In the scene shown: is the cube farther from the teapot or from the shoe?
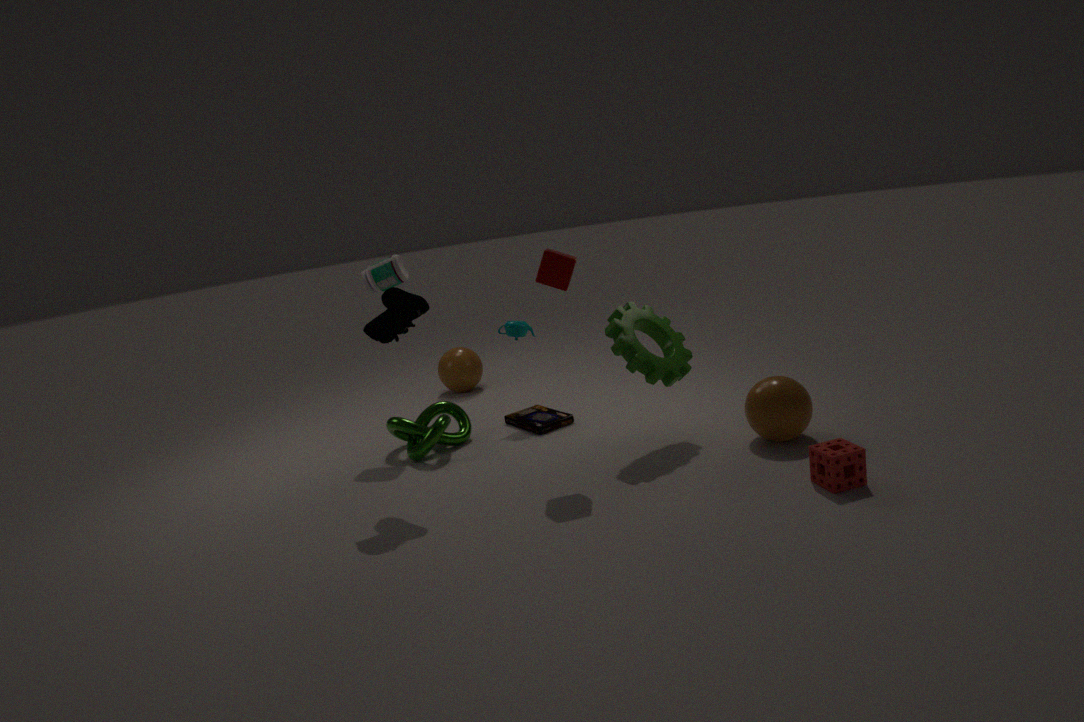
the teapot
